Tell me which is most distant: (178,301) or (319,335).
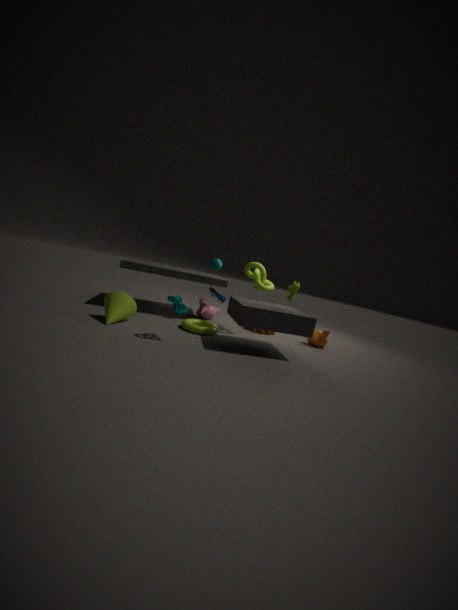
(319,335)
